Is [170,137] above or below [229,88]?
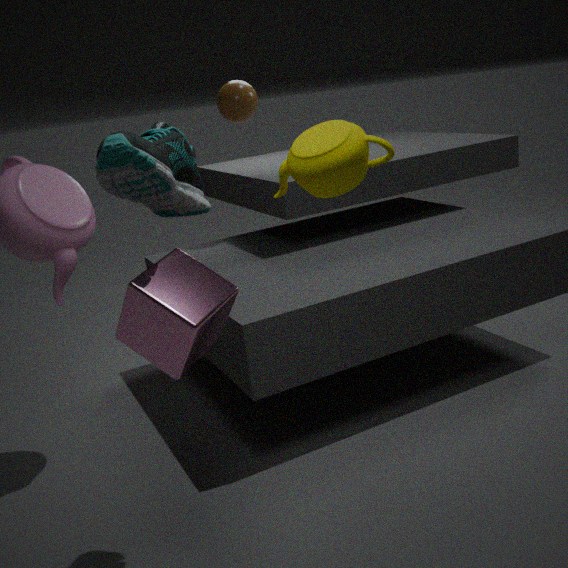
below
